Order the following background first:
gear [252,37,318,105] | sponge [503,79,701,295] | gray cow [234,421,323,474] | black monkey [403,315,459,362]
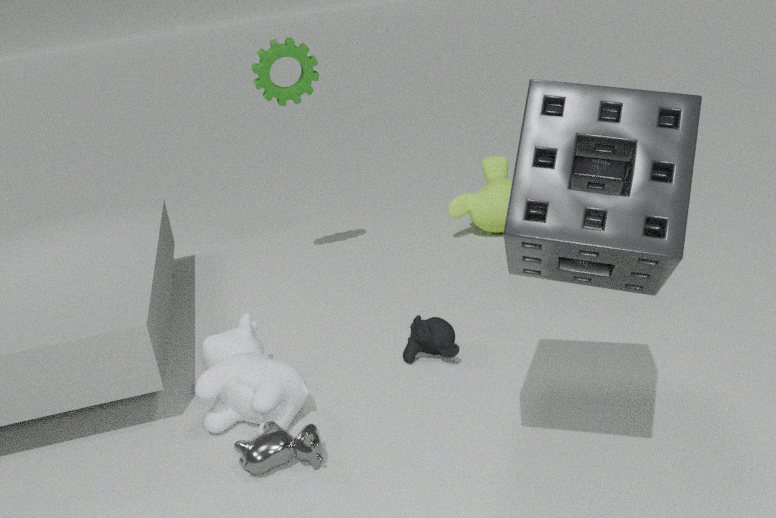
gear [252,37,318,105] < black monkey [403,315,459,362] < gray cow [234,421,323,474] < sponge [503,79,701,295]
